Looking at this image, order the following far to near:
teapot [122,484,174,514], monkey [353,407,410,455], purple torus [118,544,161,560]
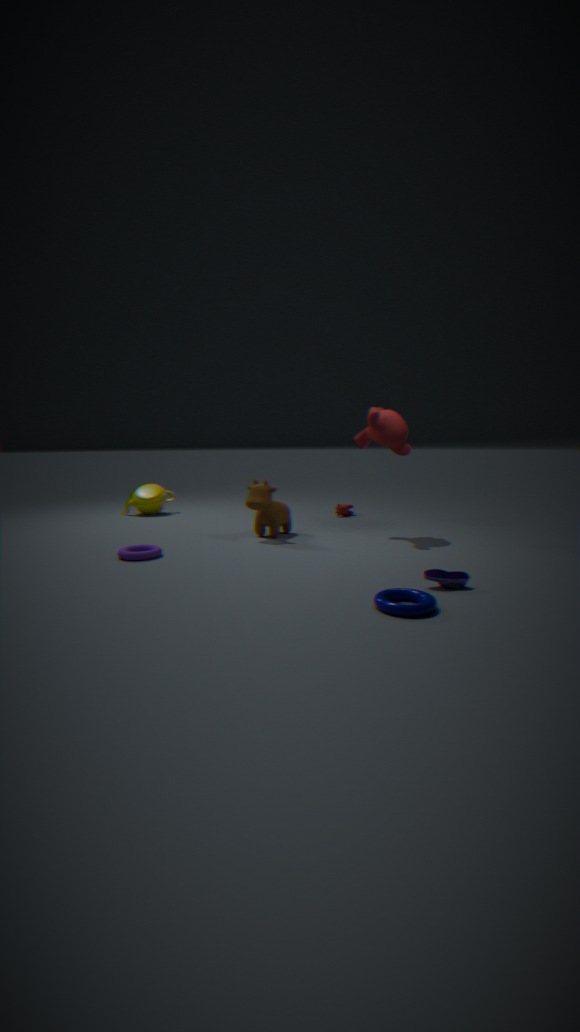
teapot [122,484,174,514] < monkey [353,407,410,455] < purple torus [118,544,161,560]
